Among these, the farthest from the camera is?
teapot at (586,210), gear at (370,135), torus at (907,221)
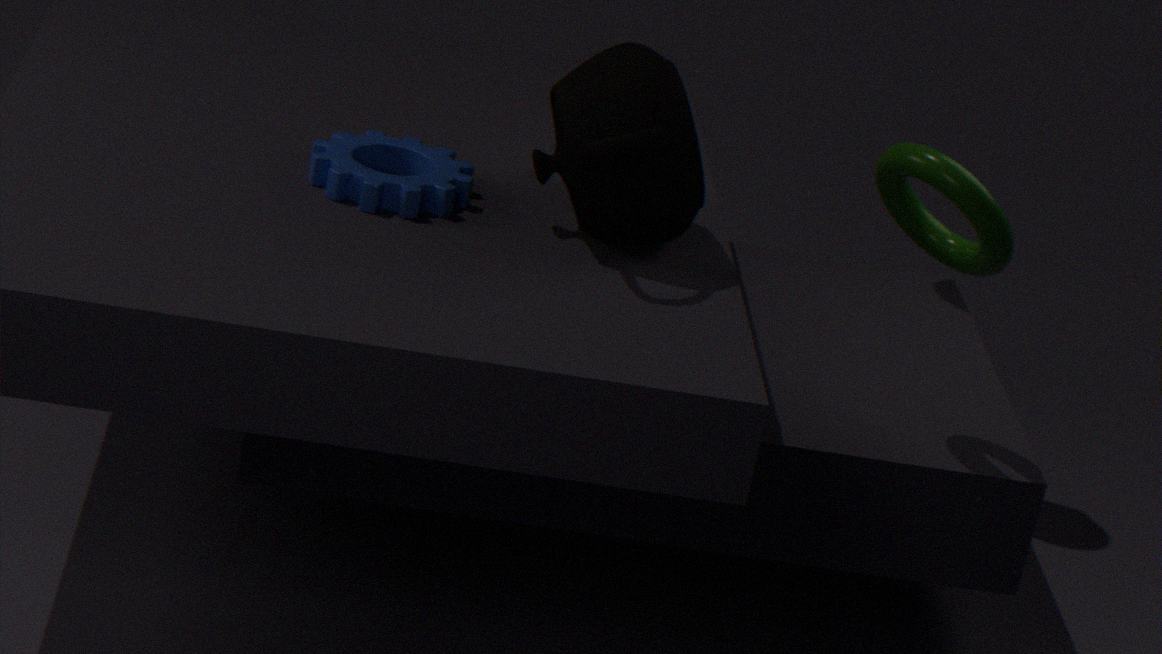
gear at (370,135)
